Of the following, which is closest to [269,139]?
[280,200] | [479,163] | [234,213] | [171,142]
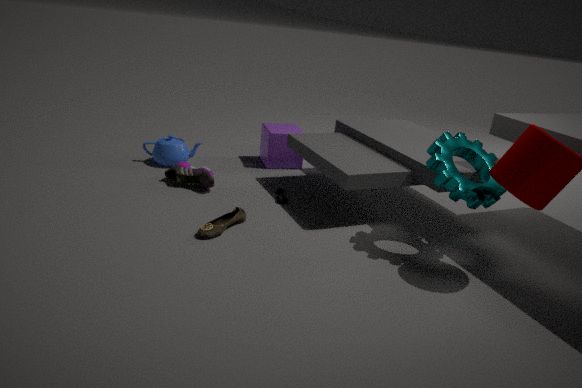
[280,200]
